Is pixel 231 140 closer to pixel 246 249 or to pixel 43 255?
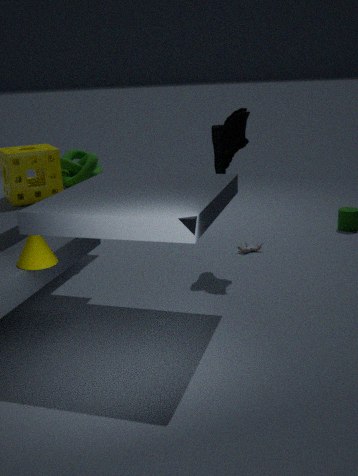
pixel 246 249
